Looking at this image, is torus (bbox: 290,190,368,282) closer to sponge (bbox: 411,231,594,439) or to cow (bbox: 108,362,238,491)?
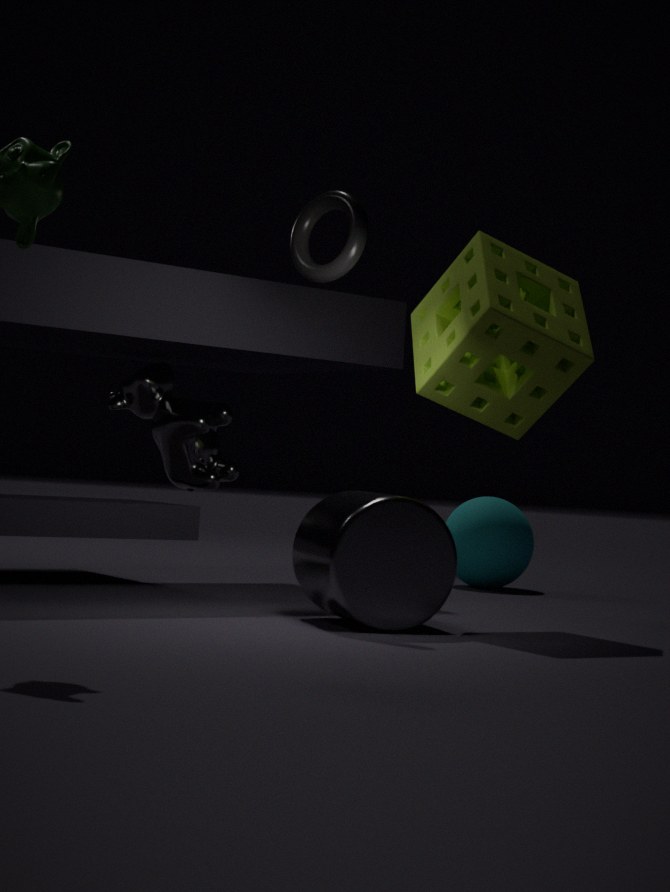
sponge (bbox: 411,231,594,439)
